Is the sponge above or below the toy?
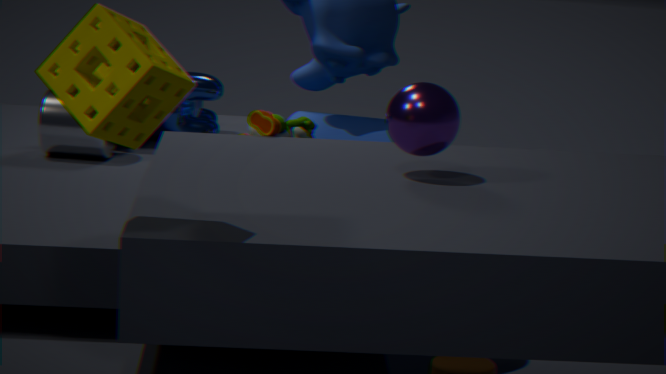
above
